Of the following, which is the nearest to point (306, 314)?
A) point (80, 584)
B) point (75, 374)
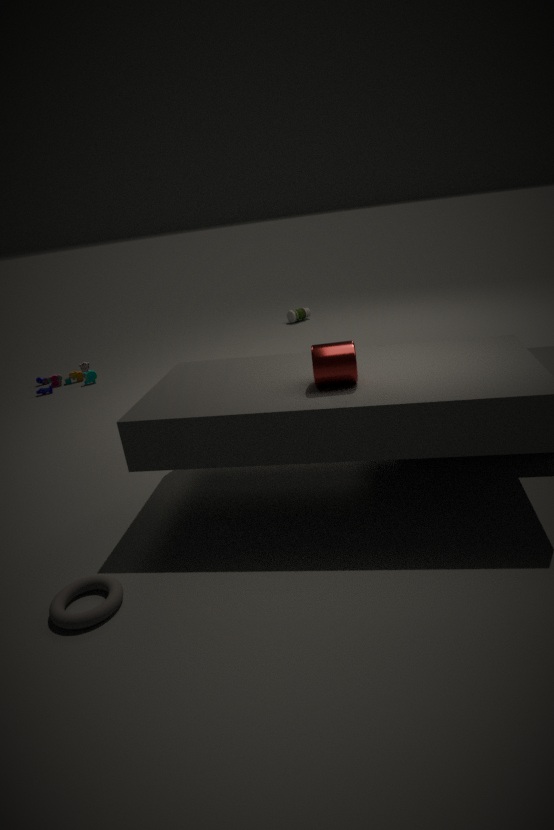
point (75, 374)
